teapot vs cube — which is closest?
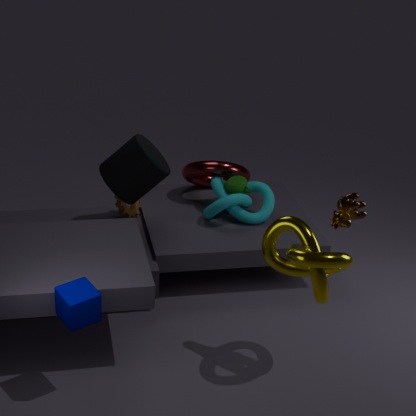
cube
